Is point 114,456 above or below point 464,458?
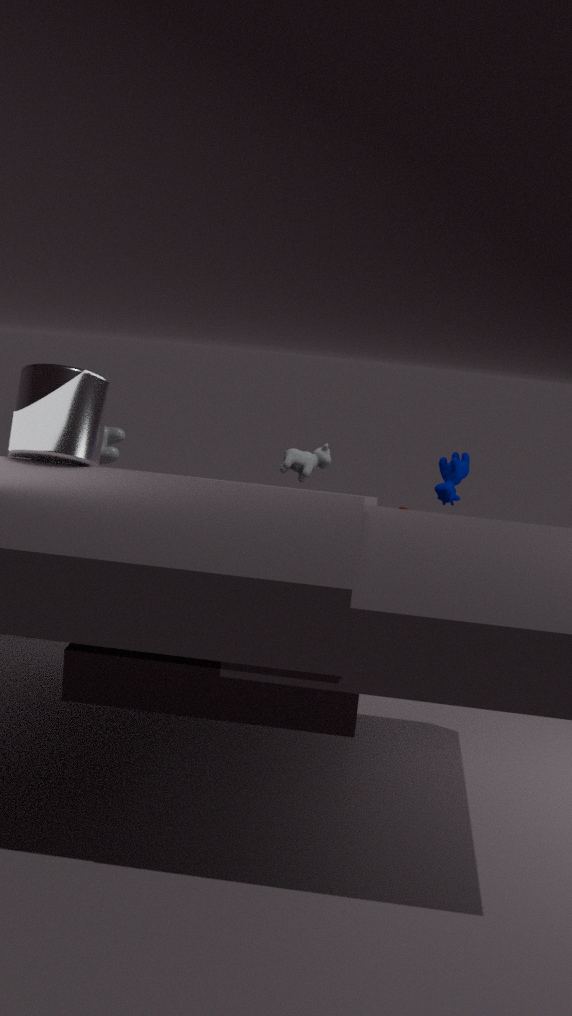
below
